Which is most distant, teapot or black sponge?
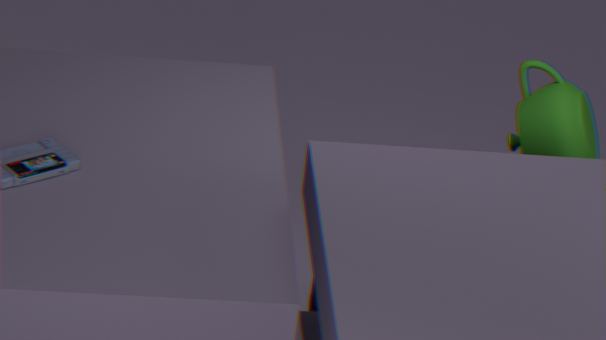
black sponge
